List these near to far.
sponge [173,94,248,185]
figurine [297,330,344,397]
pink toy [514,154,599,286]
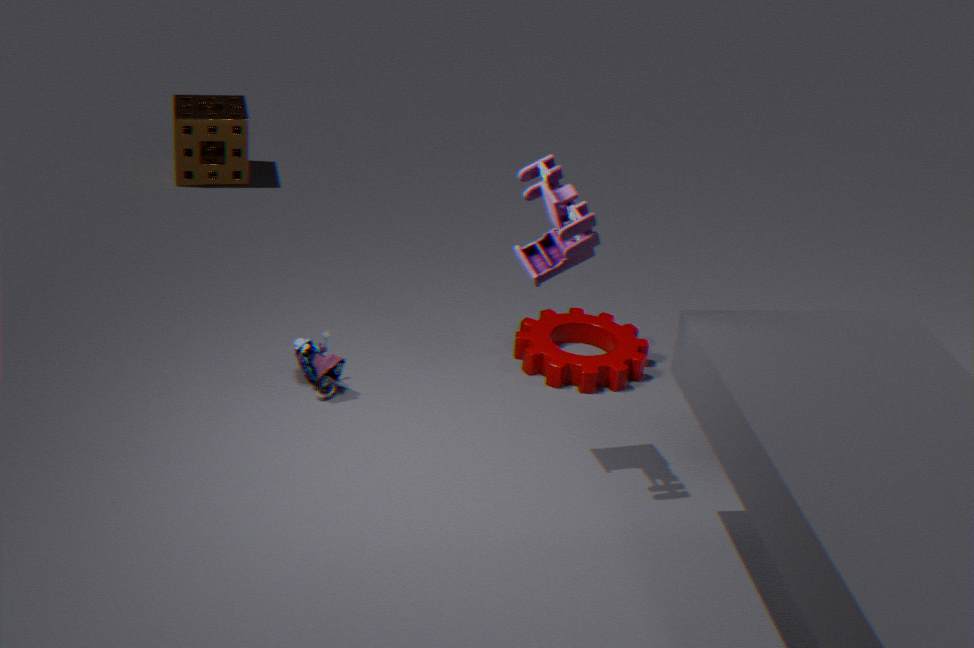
1. pink toy [514,154,599,286]
2. figurine [297,330,344,397]
3. sponge [173,94,248,185]
